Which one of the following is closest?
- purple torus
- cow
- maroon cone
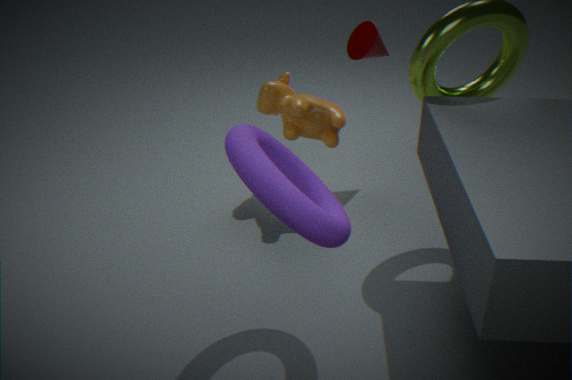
purple torus
